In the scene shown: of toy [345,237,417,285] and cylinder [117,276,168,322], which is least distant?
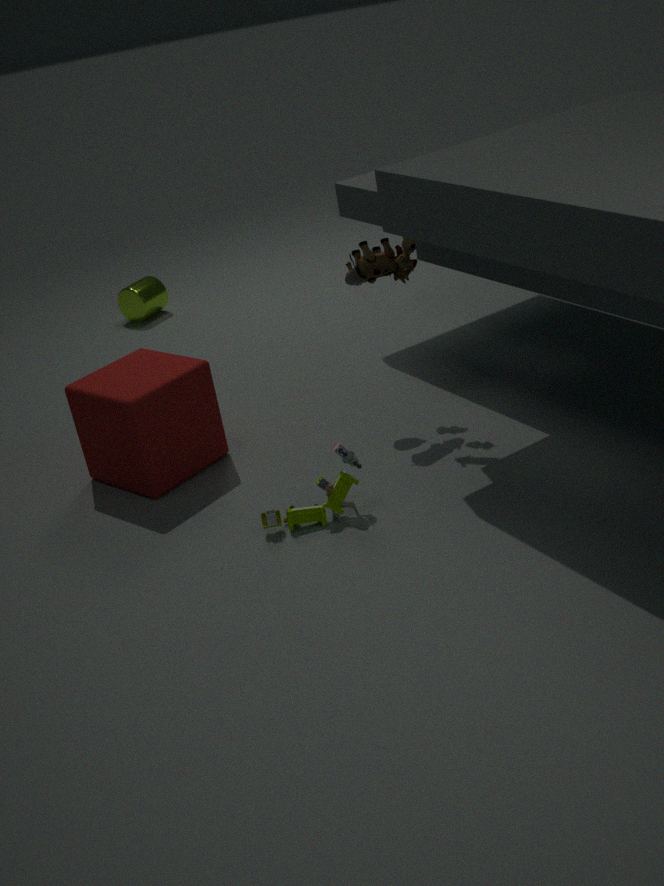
toy [345,237,417,285]
